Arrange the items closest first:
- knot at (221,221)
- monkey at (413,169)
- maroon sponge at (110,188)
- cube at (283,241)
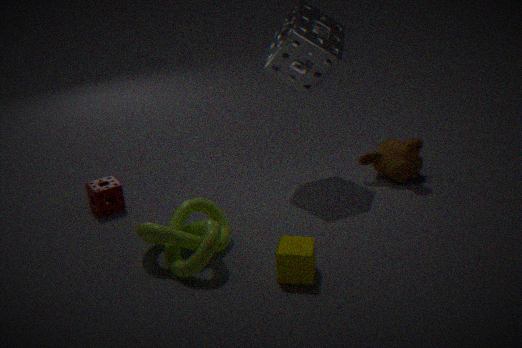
cube at (283,241) < knot at (221,221) < maroon sponge at (110,188) < monkey at (413,169)
